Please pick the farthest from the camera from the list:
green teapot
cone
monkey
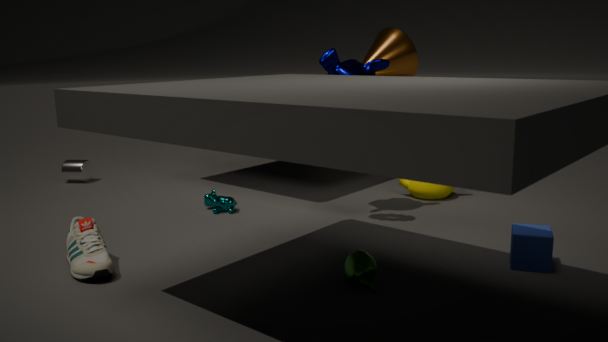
cone
